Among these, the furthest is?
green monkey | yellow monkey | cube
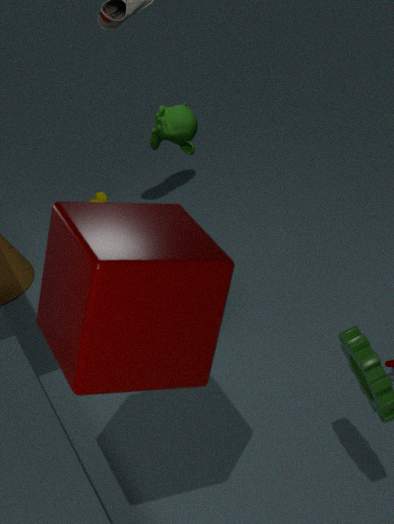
yellow monkey
